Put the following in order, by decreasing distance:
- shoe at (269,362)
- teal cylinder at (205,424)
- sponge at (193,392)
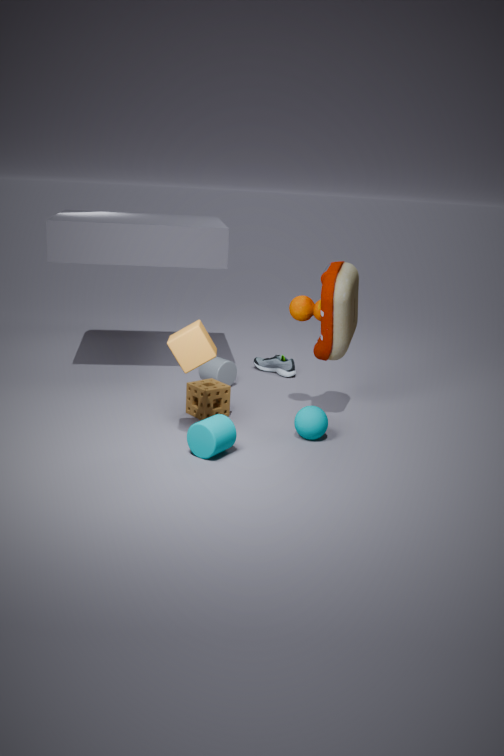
shoe at (269,362)
sponge at (193,392)
teal cylinder at (205,424)
